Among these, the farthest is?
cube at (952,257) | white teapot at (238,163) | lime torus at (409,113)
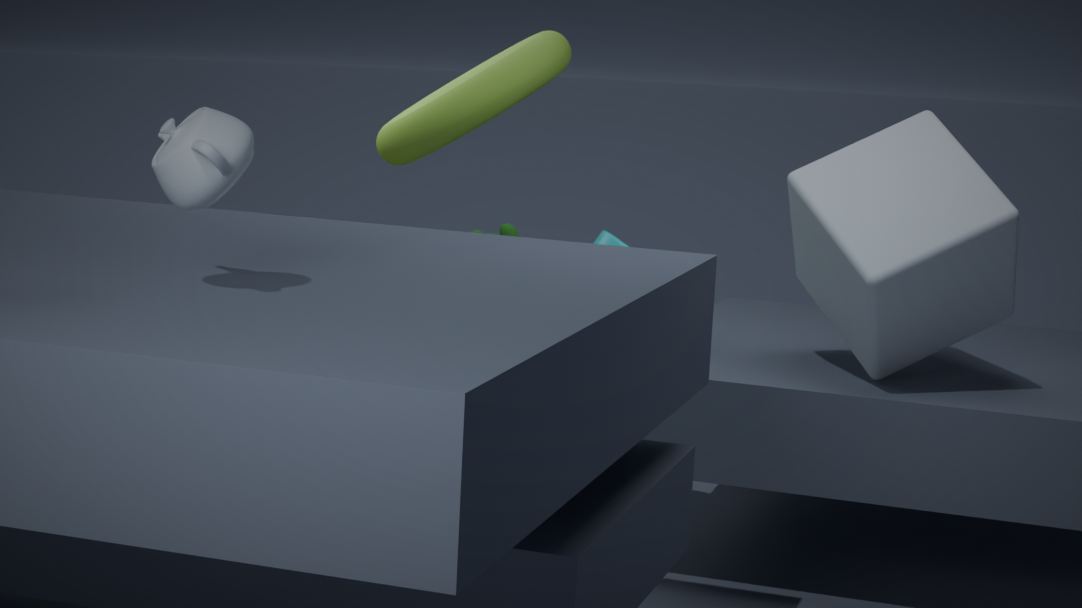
lime torus at (409,113)
